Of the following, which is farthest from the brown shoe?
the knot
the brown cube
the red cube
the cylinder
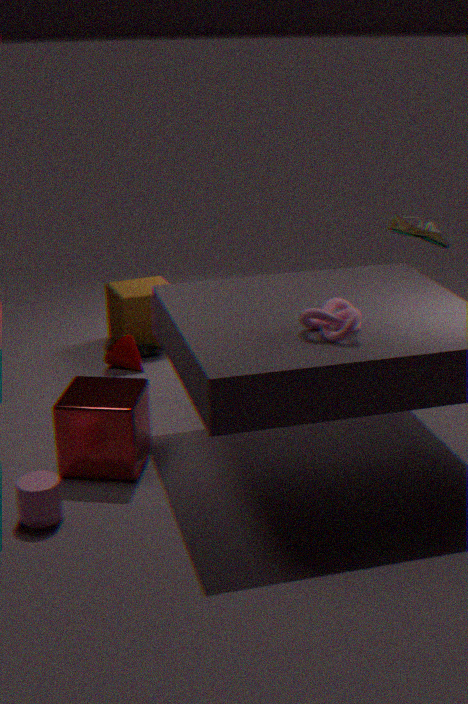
the cylinder
